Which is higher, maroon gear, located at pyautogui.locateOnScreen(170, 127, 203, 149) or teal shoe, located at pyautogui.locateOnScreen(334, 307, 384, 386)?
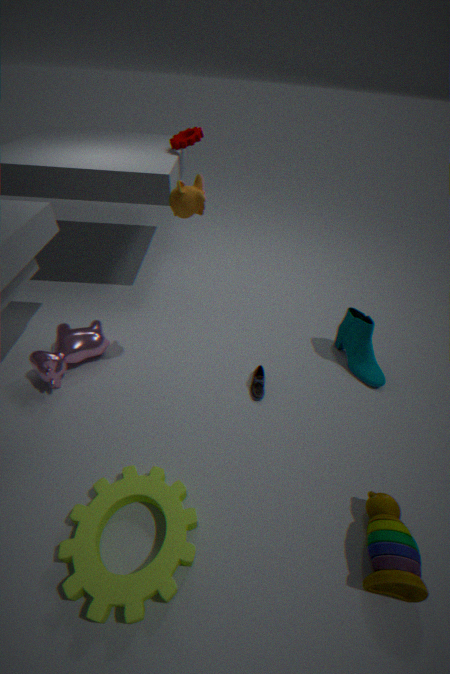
maroon gear, located at pyautogui.locateOnScreen(170, 127, 203, 149)
